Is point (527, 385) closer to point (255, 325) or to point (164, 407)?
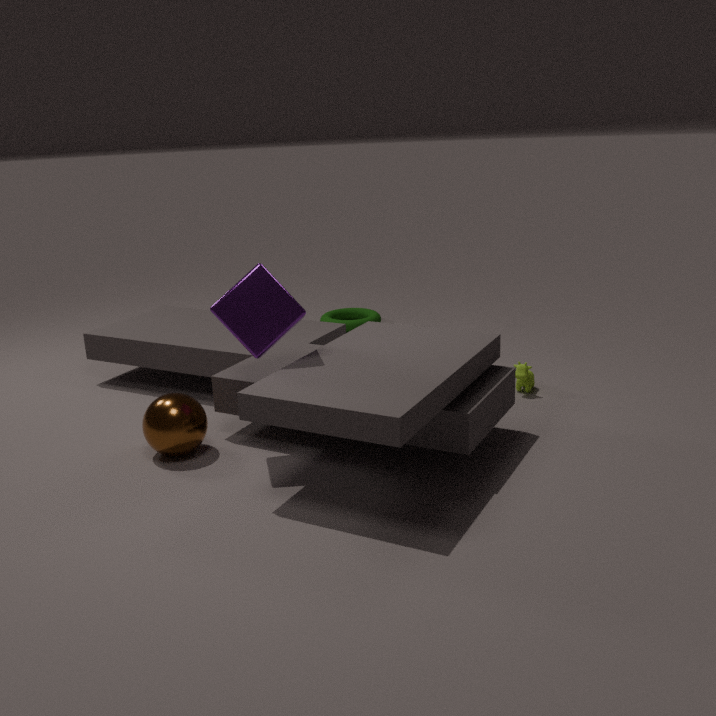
point (255, 325)
